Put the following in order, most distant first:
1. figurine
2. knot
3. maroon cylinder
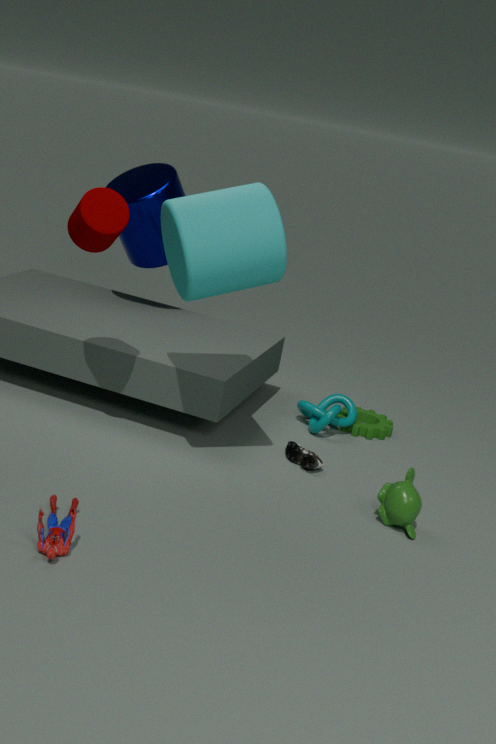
knot, maroon cylinder, figurine
